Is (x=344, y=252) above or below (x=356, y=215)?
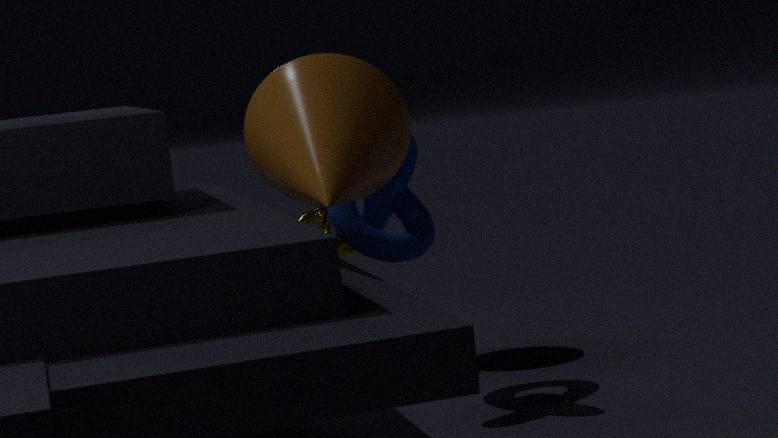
below
